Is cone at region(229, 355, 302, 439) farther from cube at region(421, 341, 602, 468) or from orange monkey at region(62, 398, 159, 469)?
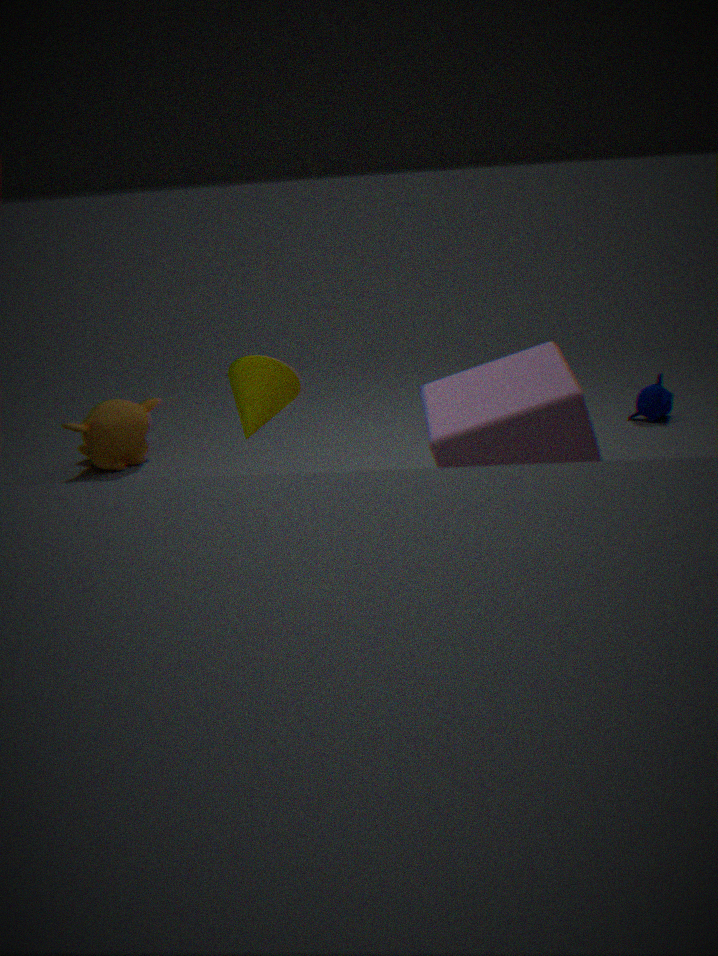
orange monkey at region(62, 398, 159, 469)
